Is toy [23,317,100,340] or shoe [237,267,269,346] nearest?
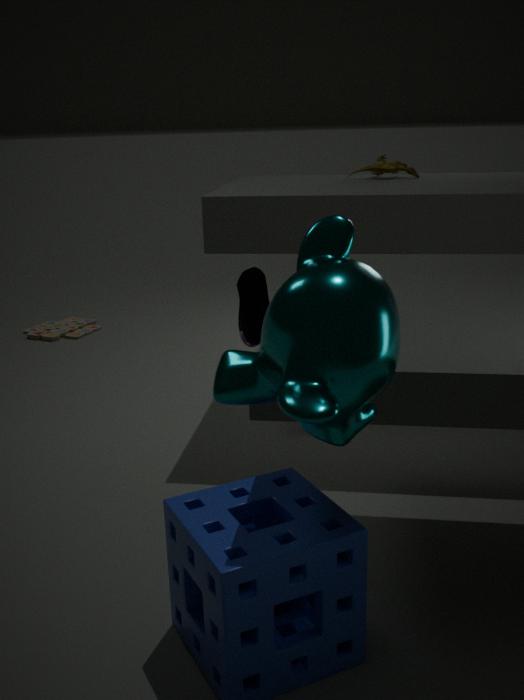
shoe [237,267,269,346]
